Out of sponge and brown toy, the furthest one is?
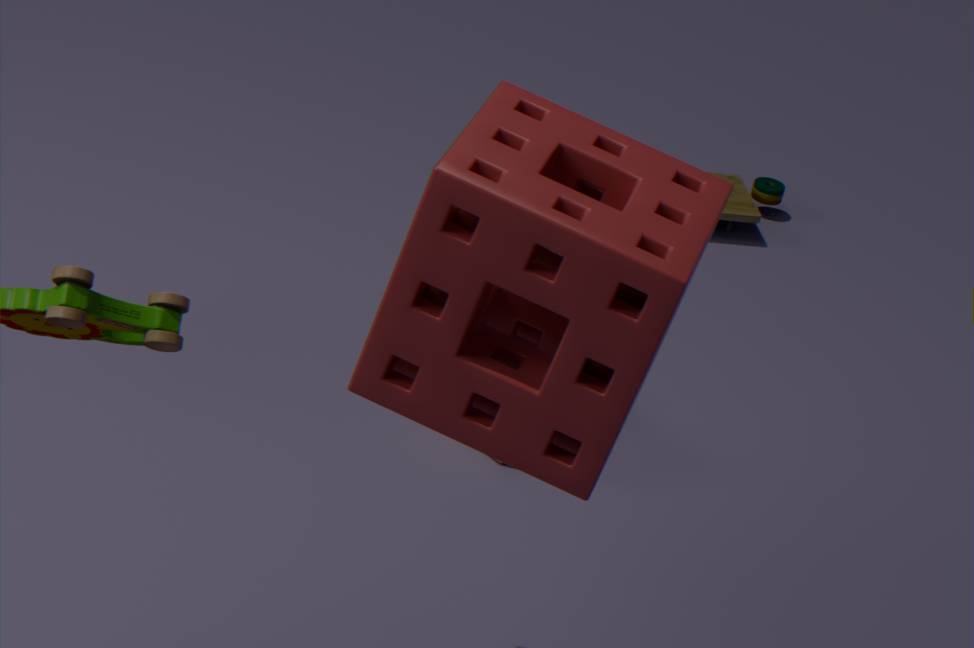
brown toy
